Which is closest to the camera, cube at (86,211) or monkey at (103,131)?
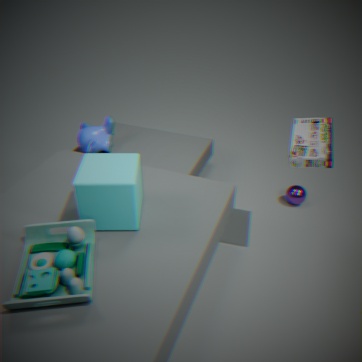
cube at (86,211)
